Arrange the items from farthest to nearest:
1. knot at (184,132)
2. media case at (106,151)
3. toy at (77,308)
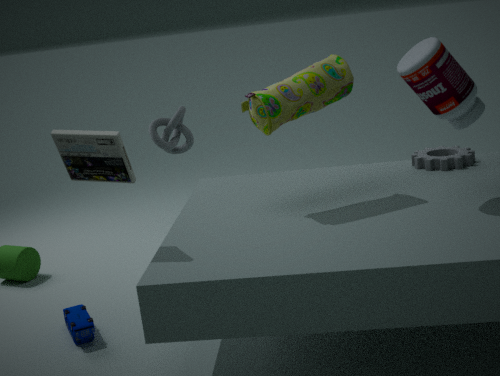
knot at (184,132) → toy at (77,308) → media case at (106,151)
